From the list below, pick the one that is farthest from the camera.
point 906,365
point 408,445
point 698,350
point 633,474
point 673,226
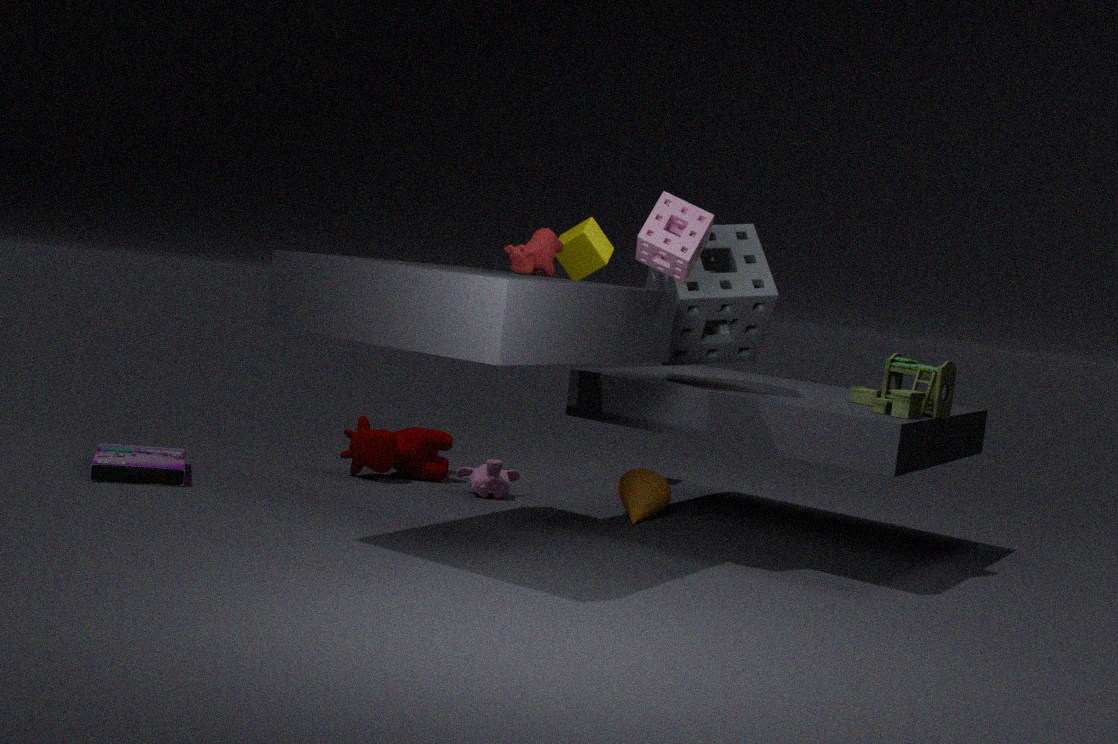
point 408,445
